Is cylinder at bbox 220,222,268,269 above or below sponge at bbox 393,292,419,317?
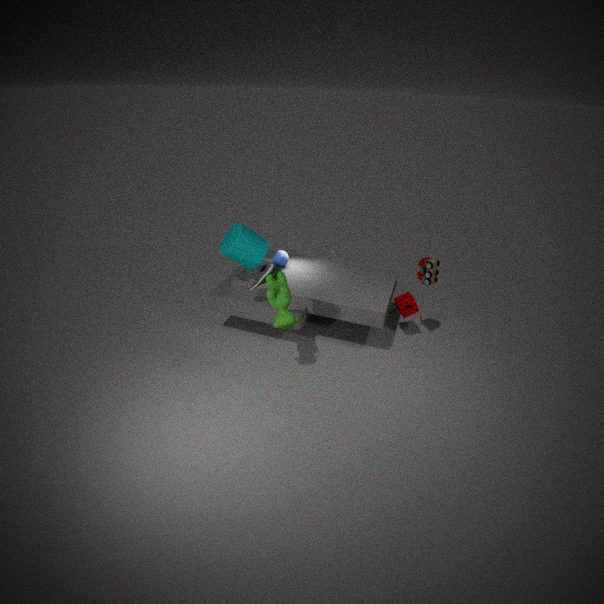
above
